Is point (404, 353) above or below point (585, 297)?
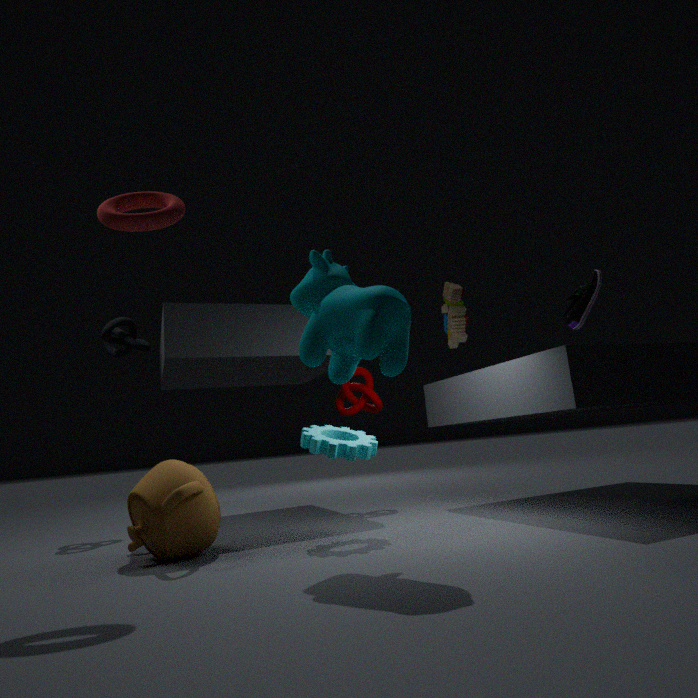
below
